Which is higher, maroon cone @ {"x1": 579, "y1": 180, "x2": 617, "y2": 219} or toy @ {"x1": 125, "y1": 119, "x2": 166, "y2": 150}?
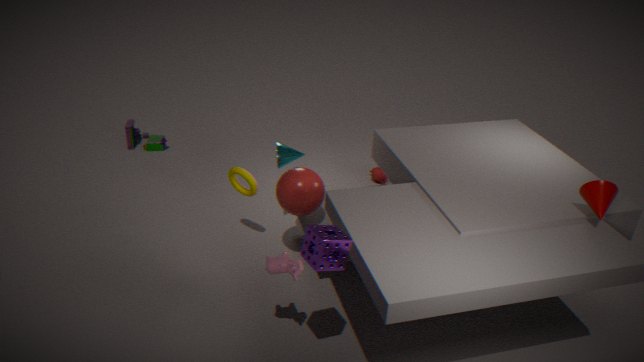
maroon cone @ {"x1": 579, "y1": 180, "x2": 617, "y2": 219}
